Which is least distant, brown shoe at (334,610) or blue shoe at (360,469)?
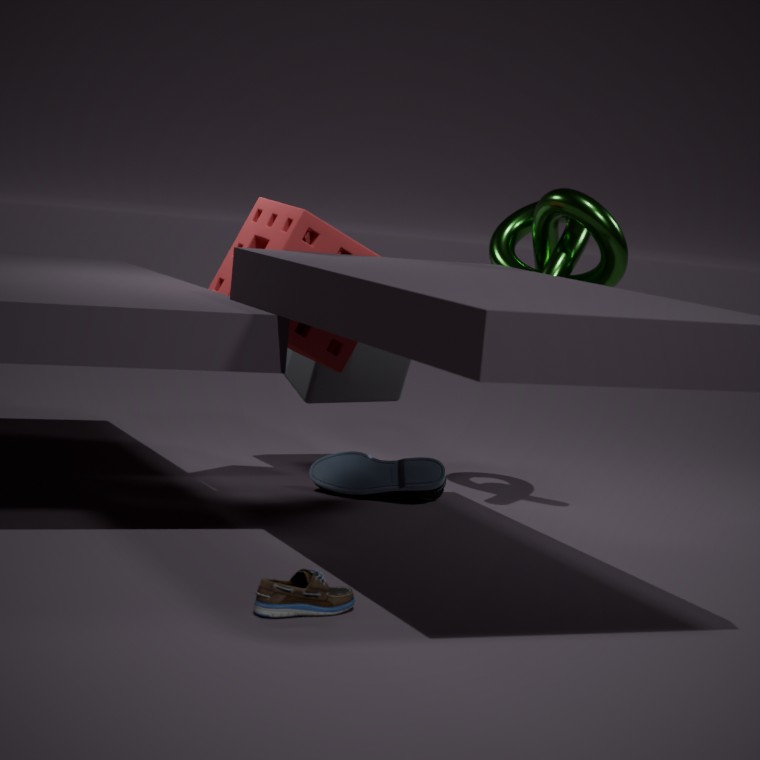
brown shoe at (334,610)
